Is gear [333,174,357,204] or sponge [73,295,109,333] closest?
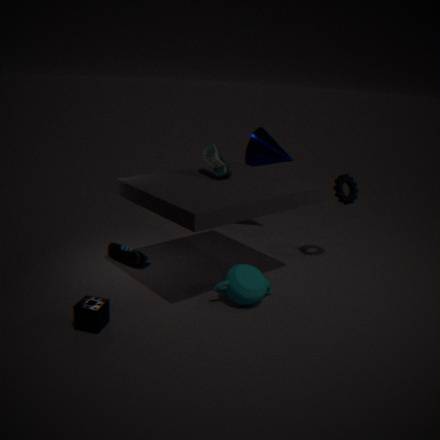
sponge [73,295,109,333]
